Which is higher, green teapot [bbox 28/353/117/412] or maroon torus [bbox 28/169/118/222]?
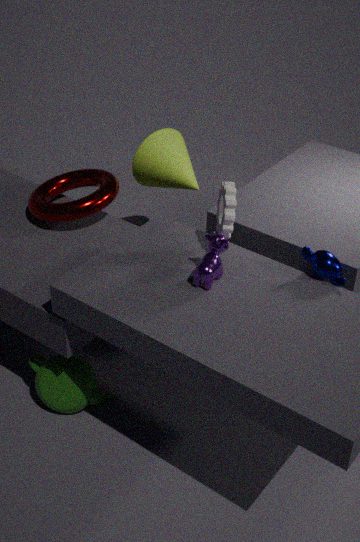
maroon torus [bbox 28/169/118/222]
